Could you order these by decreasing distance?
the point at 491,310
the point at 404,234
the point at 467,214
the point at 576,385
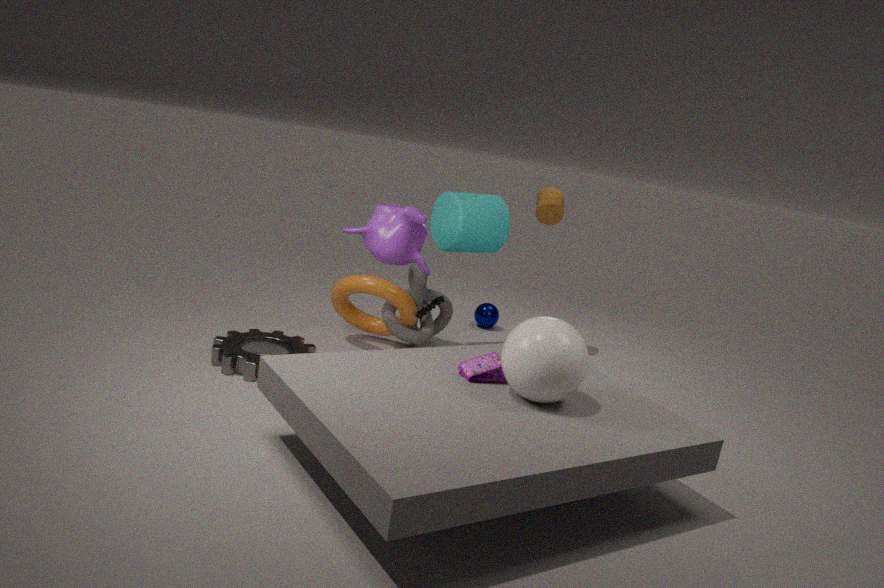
the point at 491,310 < the point at 467,214 < the point at 404,234 < the point at 576,385
